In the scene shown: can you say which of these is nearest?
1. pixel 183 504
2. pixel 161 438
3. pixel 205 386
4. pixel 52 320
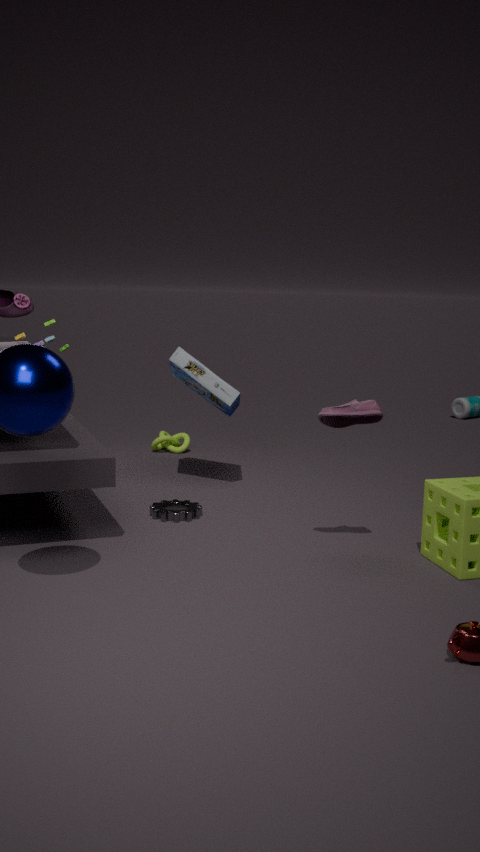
pixel 183 504
